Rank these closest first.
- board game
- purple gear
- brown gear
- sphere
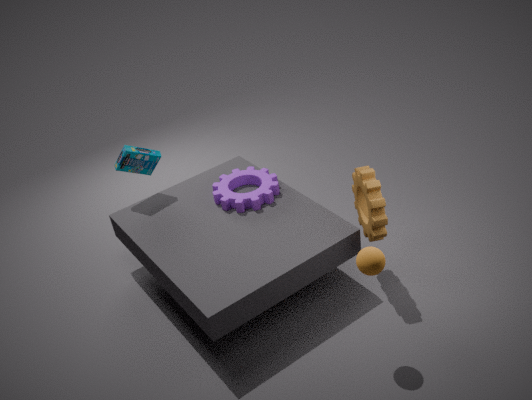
sphere < brown gear < purple gear < board game
